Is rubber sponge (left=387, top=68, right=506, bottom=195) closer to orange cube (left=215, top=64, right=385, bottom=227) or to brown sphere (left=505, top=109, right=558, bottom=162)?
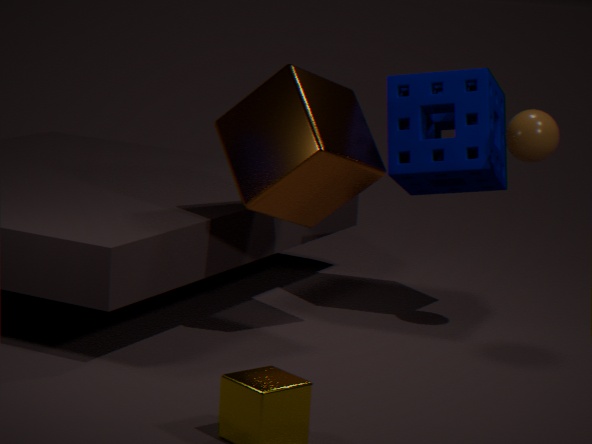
brown sphere (left=505, top=109, right=558, bottom=162)
